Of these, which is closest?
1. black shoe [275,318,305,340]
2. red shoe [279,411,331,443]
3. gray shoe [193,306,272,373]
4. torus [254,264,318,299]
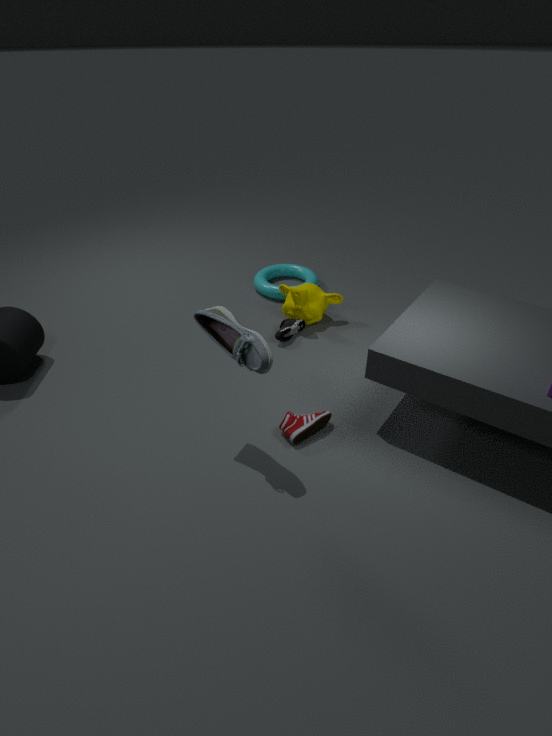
gray shoe [193,306,272,373]
